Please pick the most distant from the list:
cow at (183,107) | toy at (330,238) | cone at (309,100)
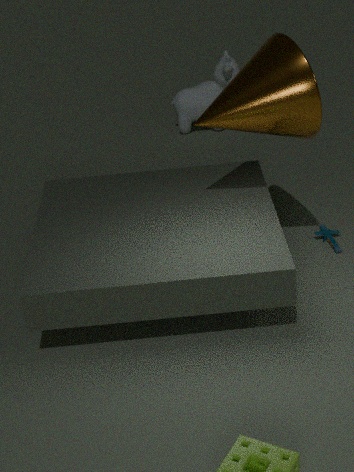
cow at (183,107)
